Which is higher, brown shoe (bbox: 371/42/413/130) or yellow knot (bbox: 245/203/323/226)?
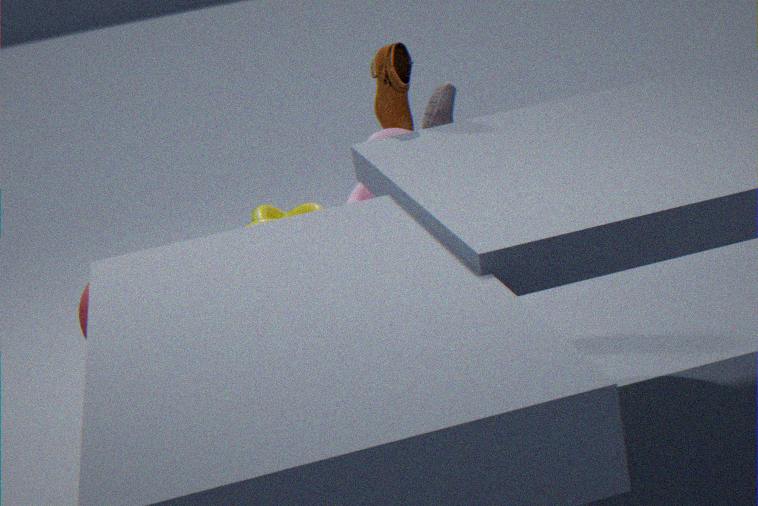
brown shoe (bbox: 371/42/413/130)
